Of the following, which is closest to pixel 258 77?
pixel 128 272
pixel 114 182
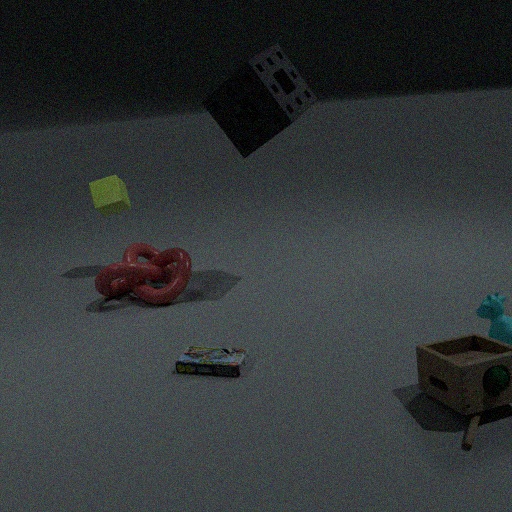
pixel 128 272
